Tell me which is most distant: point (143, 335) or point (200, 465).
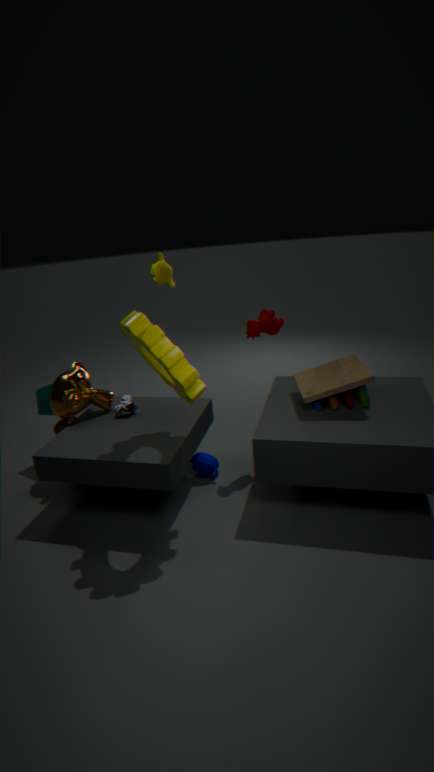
point (200, 465)
